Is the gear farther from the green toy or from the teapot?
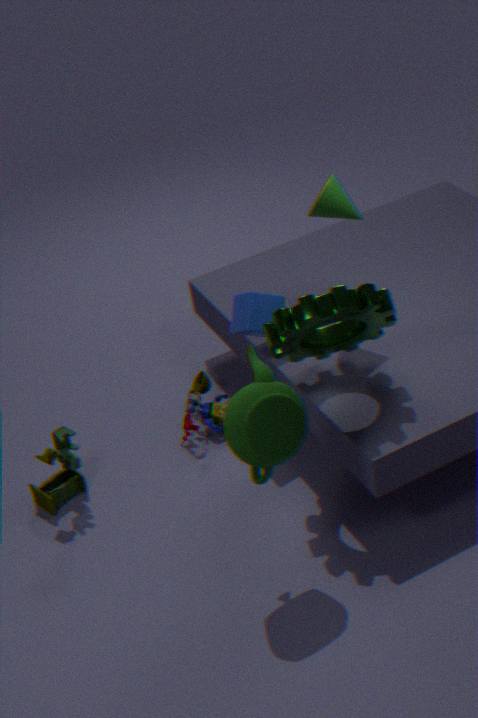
the green toy
